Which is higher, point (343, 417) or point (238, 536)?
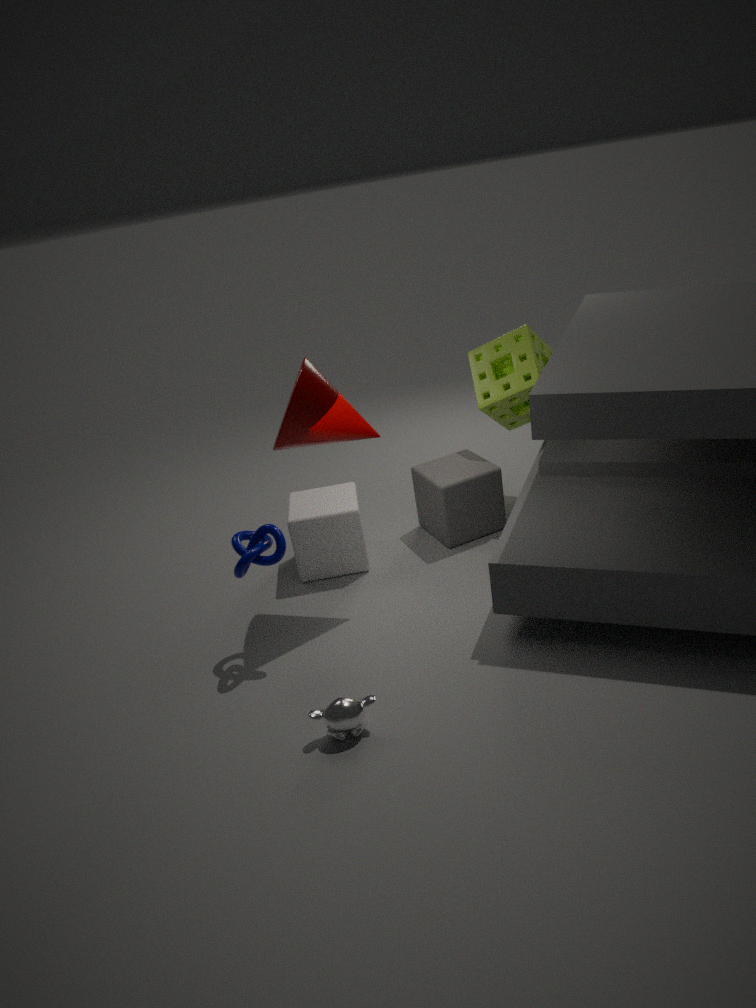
point (343, 417)
